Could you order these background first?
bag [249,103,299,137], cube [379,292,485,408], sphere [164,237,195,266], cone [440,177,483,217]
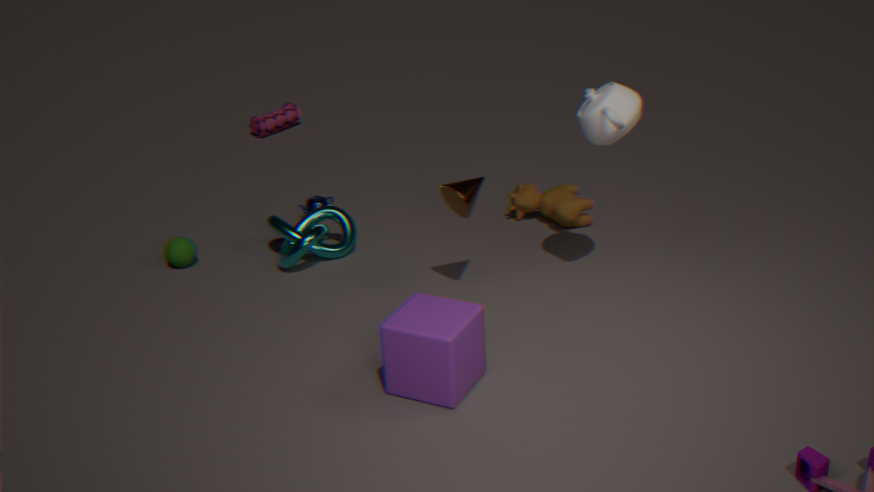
1. bag [249,103,299,137]
2. sphere [164,237,195,266]
3. cone [440,177,483,217]
4. cube [379,292,485,408]
